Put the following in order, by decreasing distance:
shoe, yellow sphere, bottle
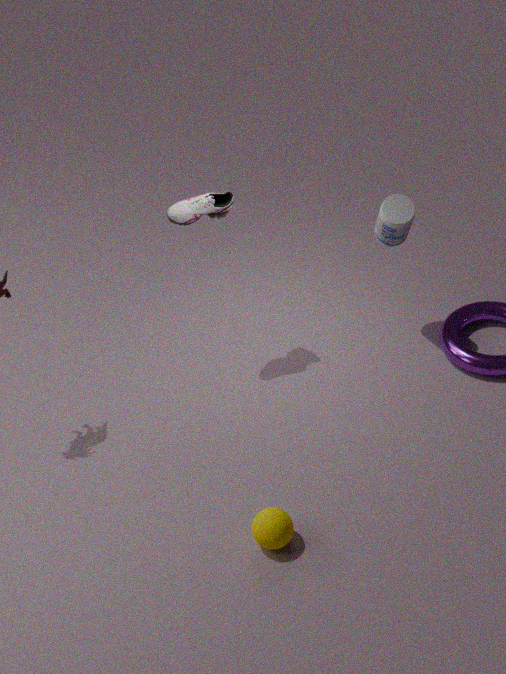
bottle, shoe, yellow sphere
